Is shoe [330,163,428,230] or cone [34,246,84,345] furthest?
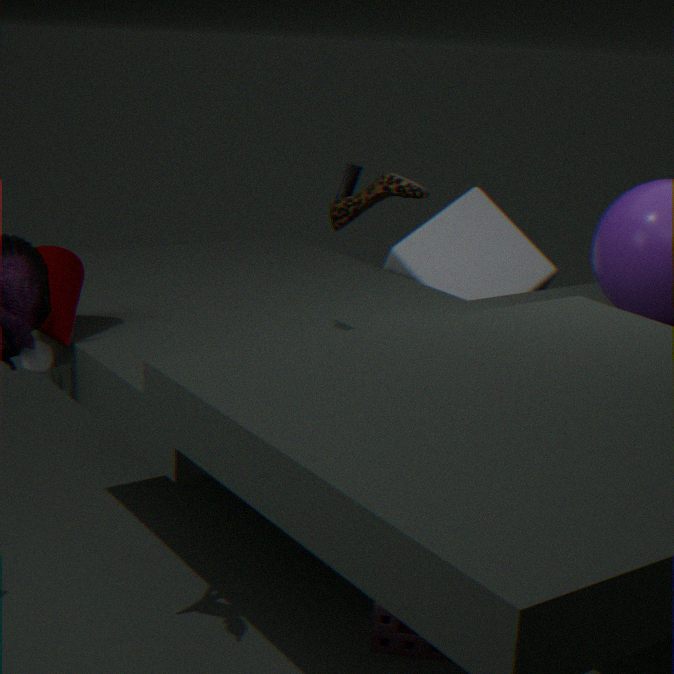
shoe [330,163,428,230]
